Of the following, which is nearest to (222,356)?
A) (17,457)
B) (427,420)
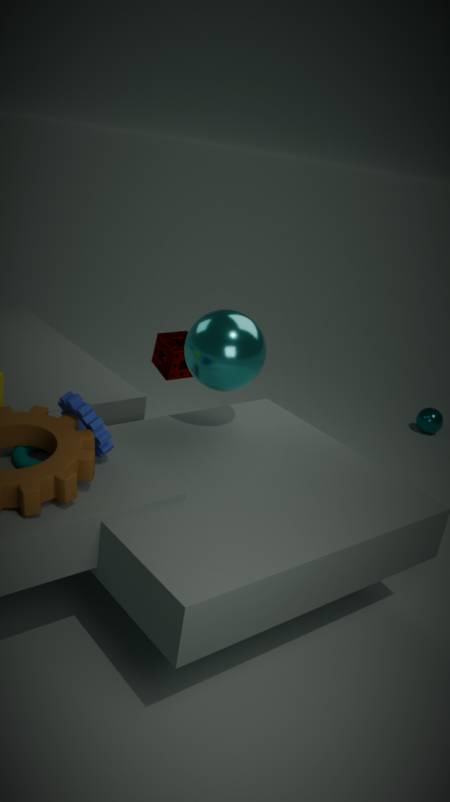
(17,457)
